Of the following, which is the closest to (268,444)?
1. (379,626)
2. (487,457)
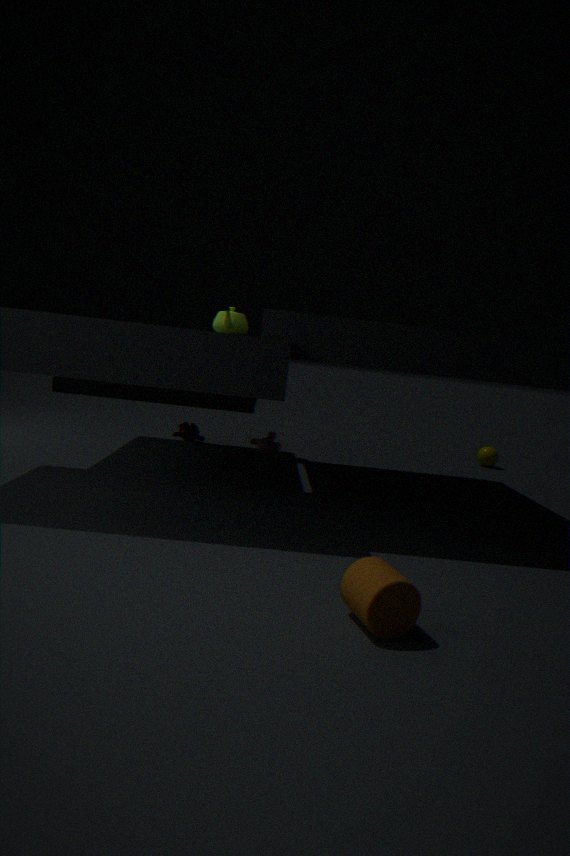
(487,457)
